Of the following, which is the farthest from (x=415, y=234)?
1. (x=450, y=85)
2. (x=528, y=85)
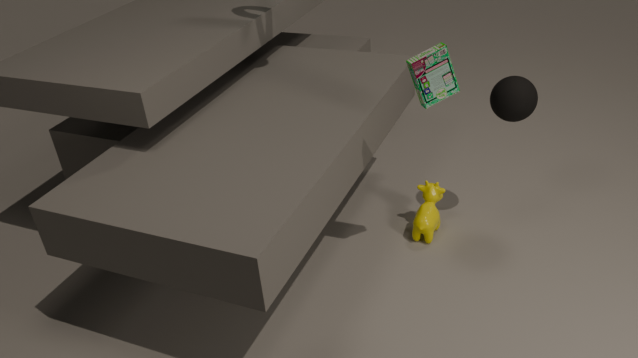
(x=450, y=85)
